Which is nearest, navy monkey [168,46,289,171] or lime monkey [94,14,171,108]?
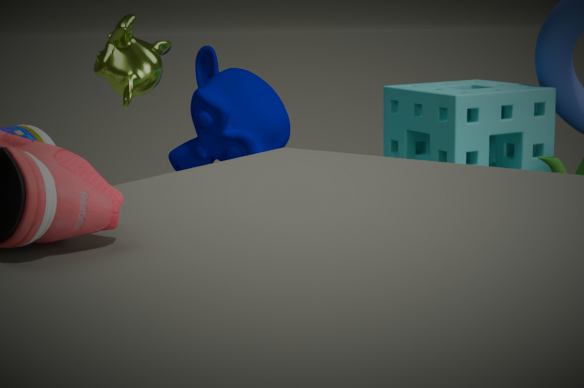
lime monkey [94,14,171,108]
